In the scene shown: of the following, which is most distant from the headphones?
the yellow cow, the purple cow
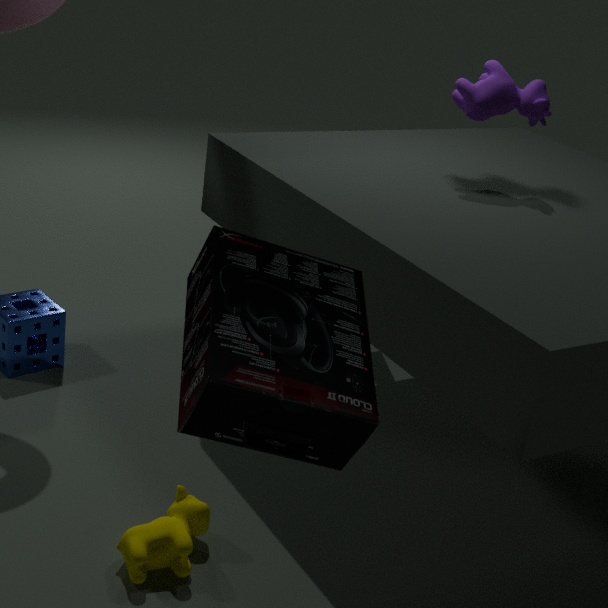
the purple cow
